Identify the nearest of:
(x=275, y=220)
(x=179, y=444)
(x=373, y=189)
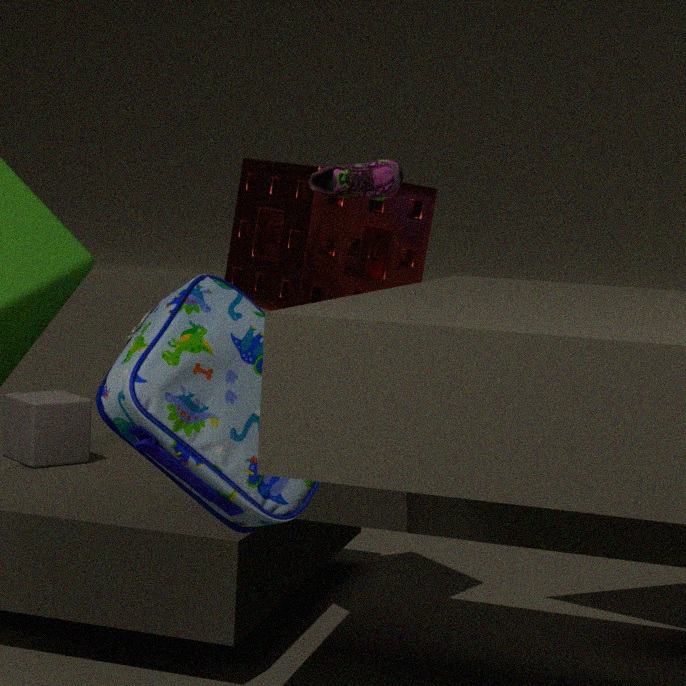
(x=179, y=444)
